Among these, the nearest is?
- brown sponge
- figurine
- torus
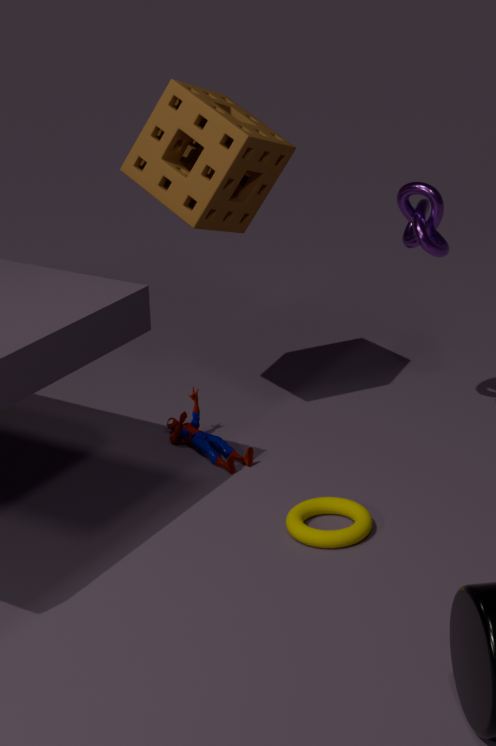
torus
